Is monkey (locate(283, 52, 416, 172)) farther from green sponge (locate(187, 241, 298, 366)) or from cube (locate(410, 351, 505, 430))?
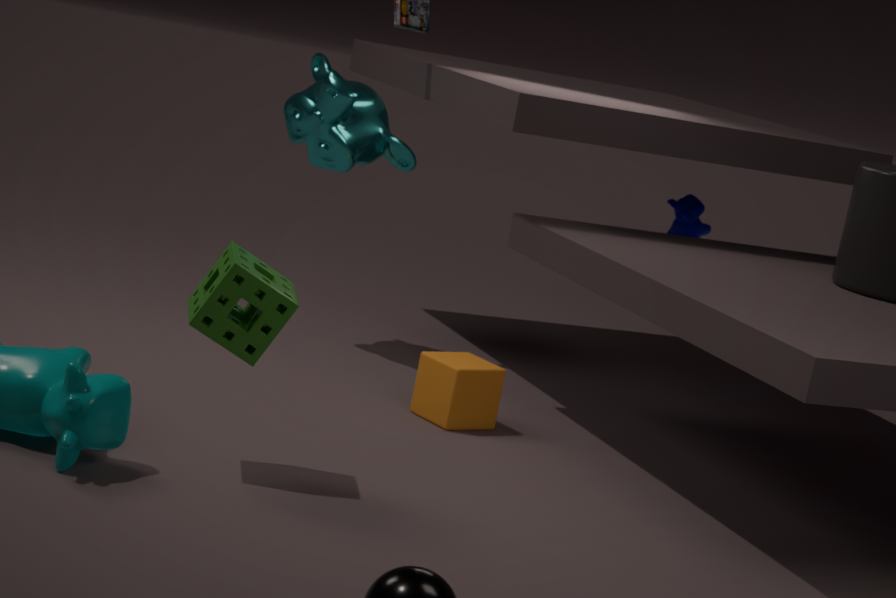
green sponge (locate(187, 241, 298, 366))
